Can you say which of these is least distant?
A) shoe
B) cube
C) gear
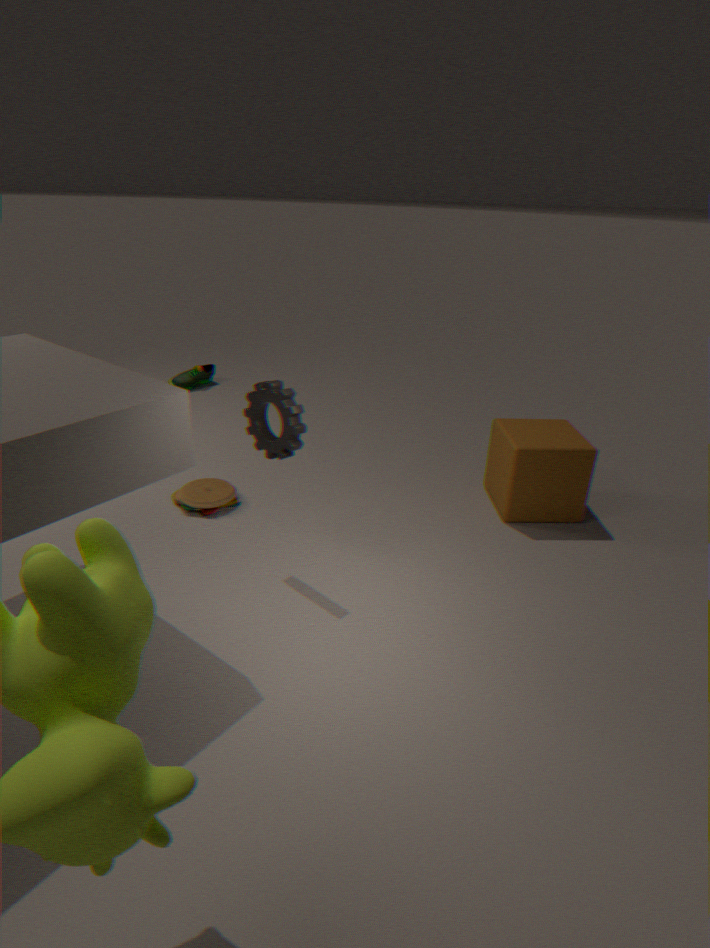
gear
